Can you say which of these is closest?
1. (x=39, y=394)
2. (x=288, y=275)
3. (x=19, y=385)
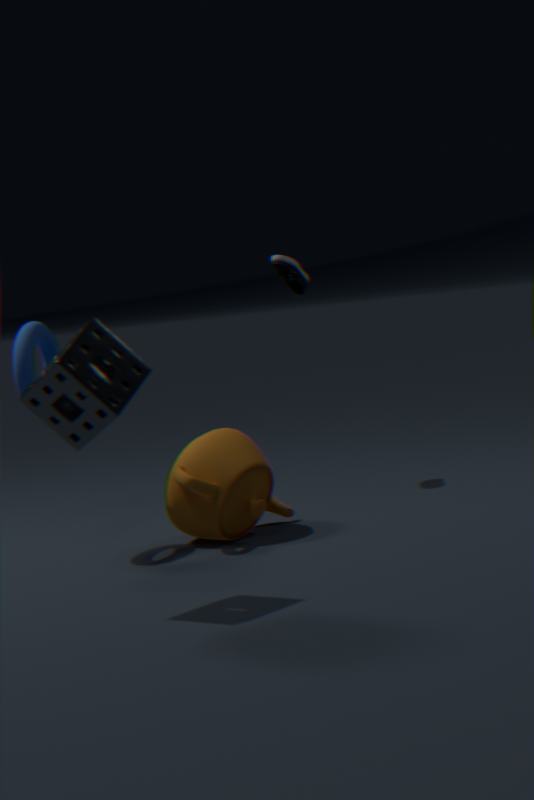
(x=39, y=394)
